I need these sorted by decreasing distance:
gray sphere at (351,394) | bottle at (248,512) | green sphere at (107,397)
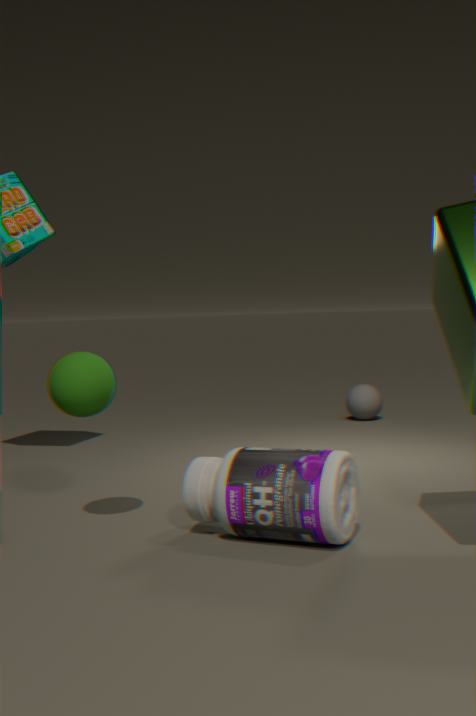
1. gray sphere at (351,394)
2. green sphere at (107,397)
3. bottle at (248,512)
